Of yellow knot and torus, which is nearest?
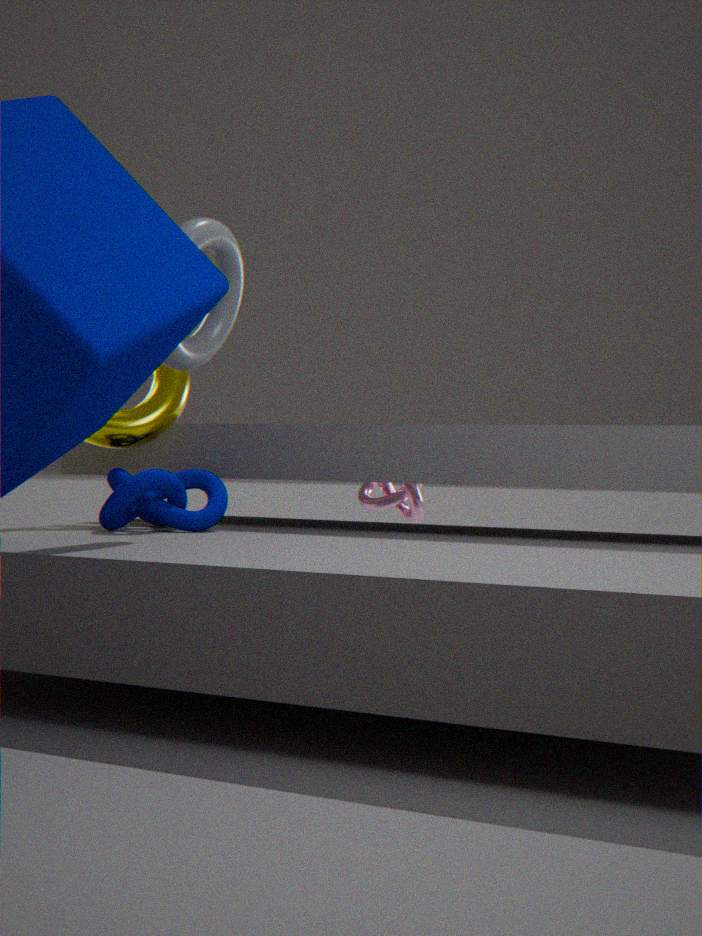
torus
